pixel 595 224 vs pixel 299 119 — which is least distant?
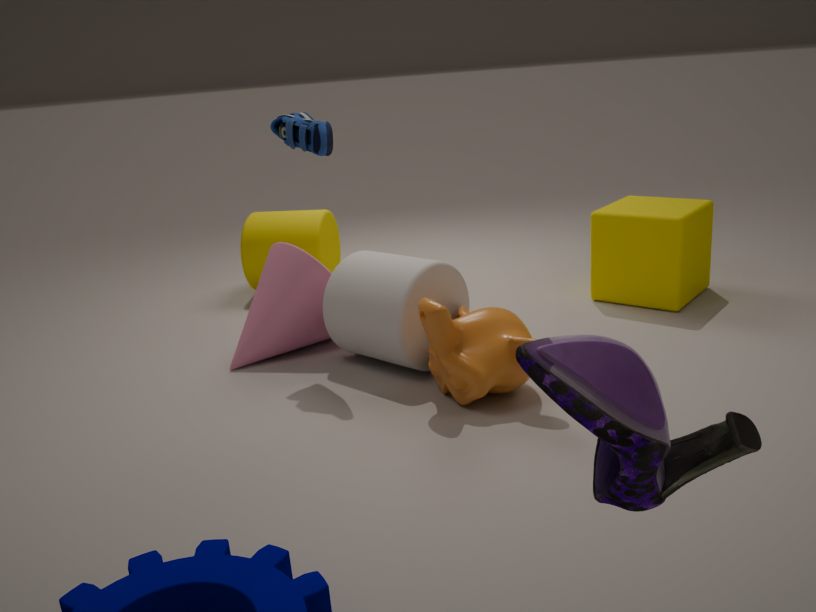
pixel 299 119
